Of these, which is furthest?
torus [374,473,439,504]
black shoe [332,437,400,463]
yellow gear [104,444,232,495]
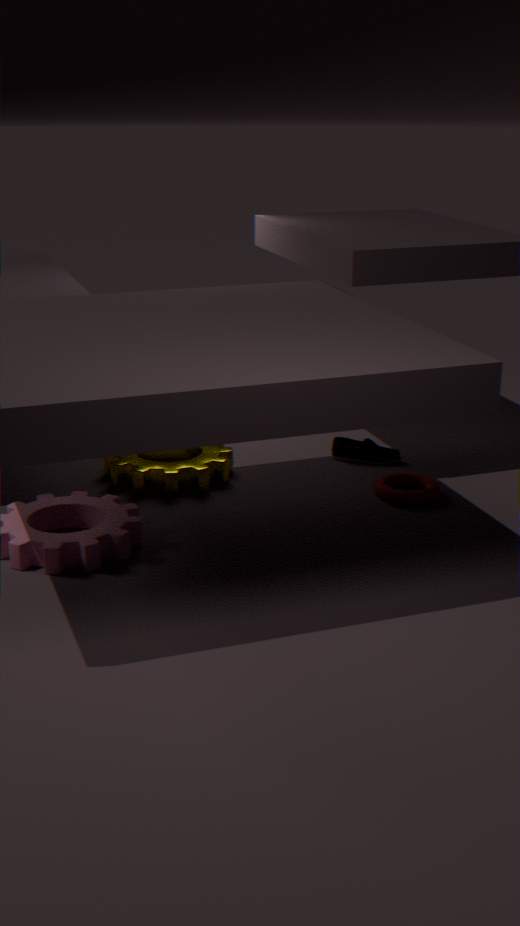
black shoe [332,437,400,463]
